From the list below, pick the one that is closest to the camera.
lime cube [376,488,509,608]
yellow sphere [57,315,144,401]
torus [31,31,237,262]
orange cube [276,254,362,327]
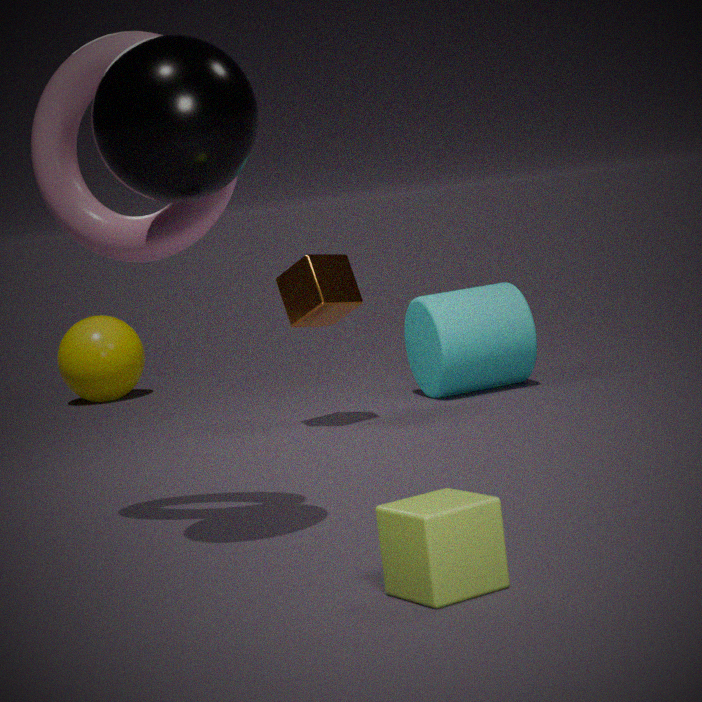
lime cube [376,488,509,608]
